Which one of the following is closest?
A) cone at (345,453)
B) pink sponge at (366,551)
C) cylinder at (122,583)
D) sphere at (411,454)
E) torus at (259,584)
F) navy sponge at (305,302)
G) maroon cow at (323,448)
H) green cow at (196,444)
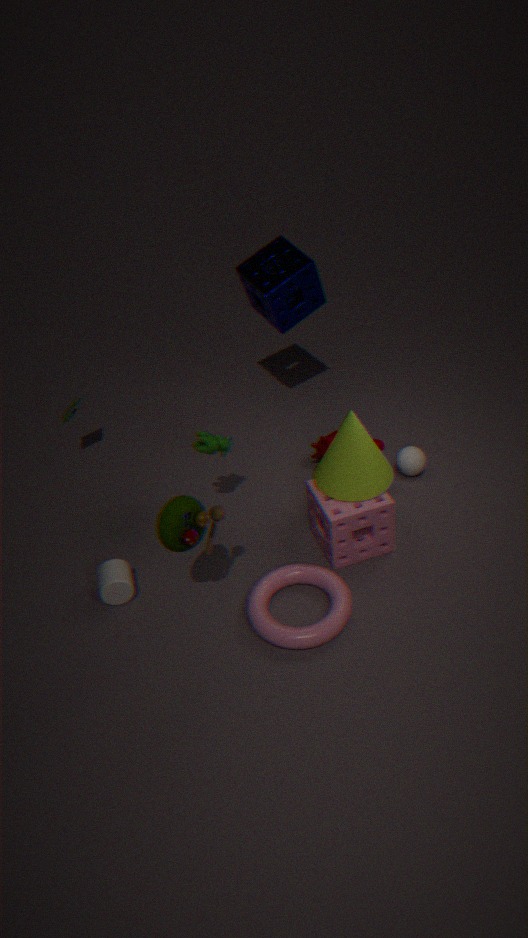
torus at (259,584)
